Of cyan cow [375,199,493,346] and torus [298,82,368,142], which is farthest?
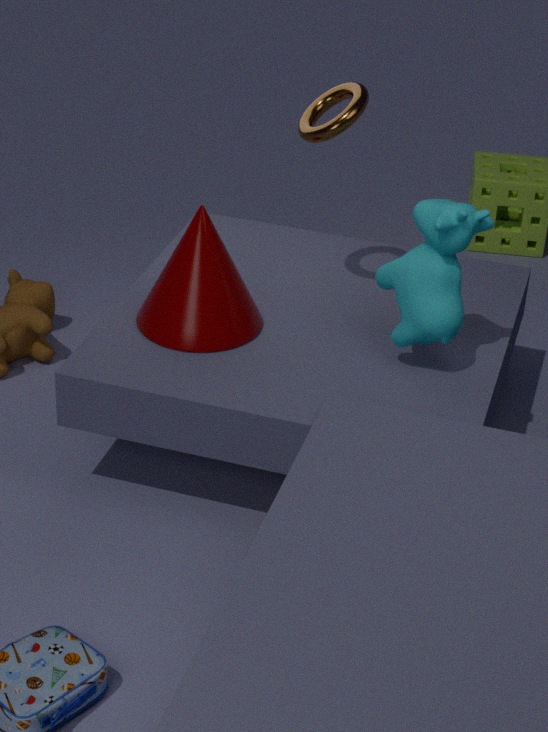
torus [298,82,368,142]
